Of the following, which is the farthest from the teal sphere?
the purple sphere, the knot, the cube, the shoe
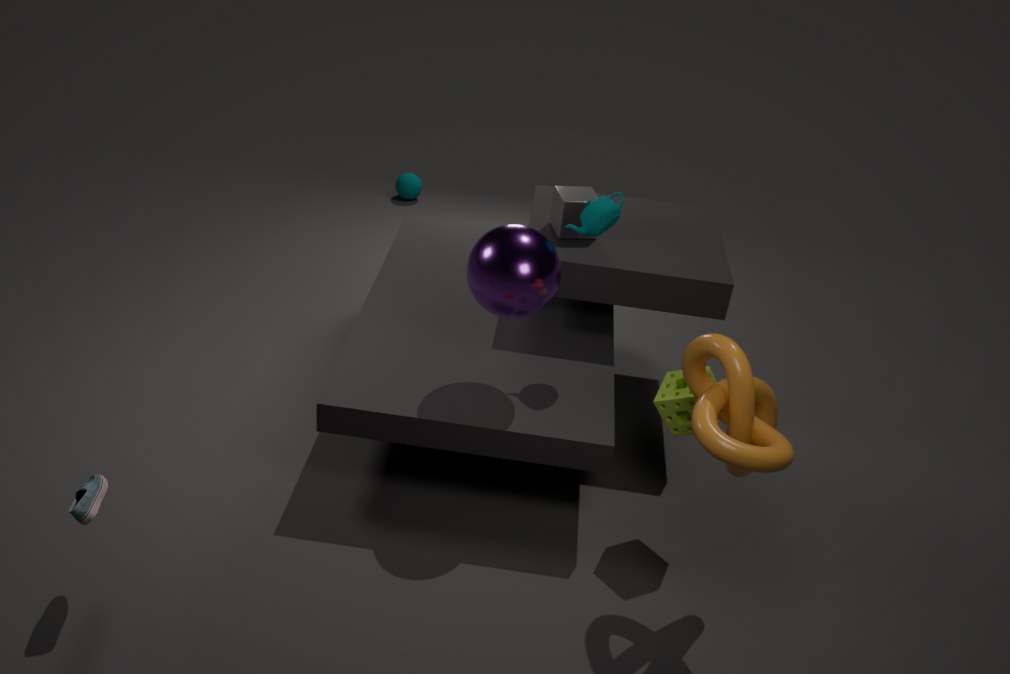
the shoe
